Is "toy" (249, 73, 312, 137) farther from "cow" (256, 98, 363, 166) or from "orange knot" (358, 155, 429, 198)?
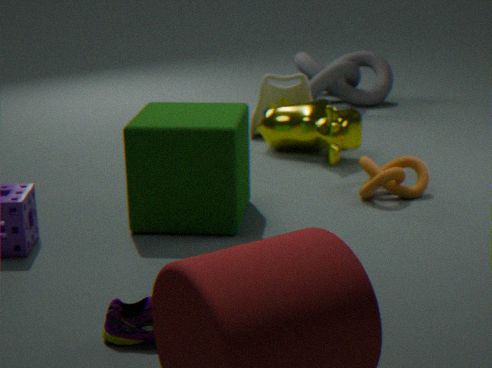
"orange knot" (358, 155, 429, 198)
